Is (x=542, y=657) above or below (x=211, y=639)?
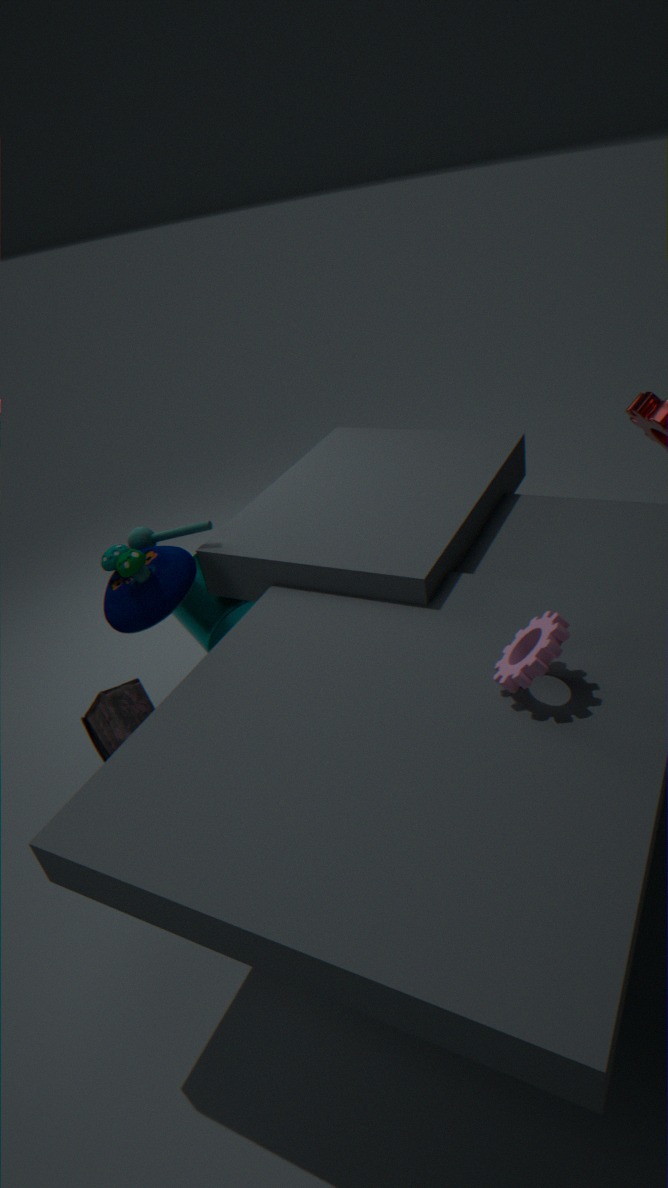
above
